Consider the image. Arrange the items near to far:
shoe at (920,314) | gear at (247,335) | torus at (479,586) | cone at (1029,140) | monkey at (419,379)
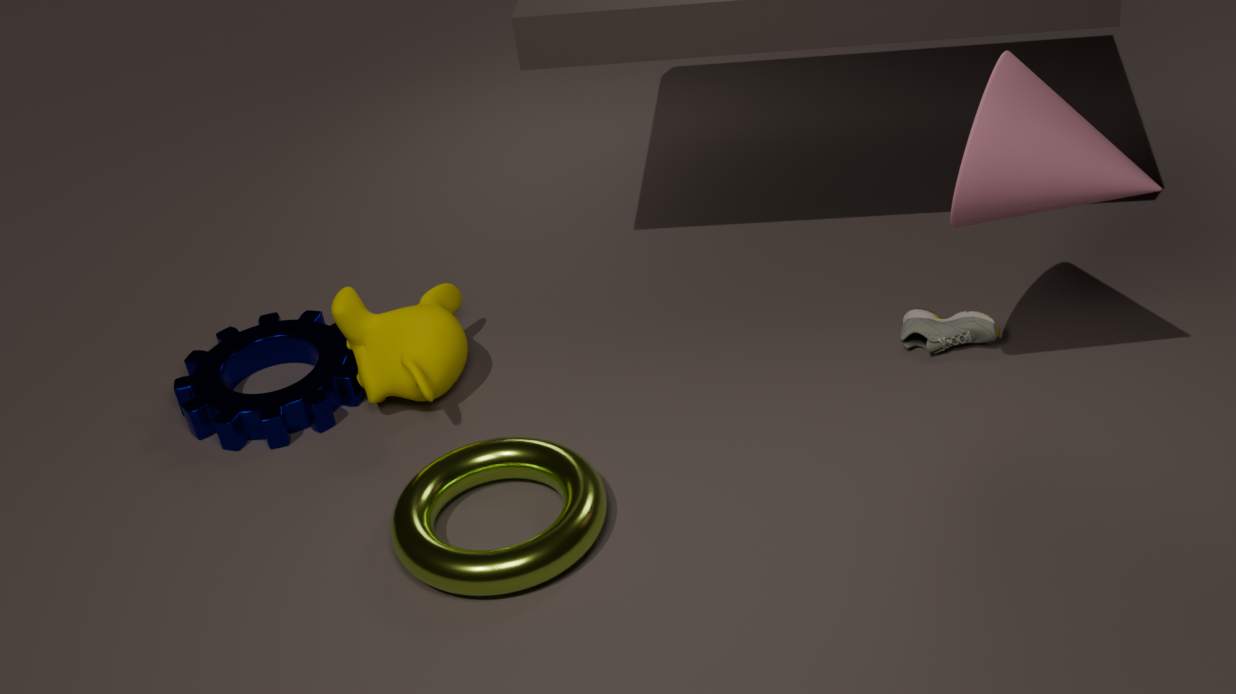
1. cone at (1029,140)
2. torus at (479,586)
3. shoe at (920,314)
4. monkey at (419,379)
5. gear at (247,335)
